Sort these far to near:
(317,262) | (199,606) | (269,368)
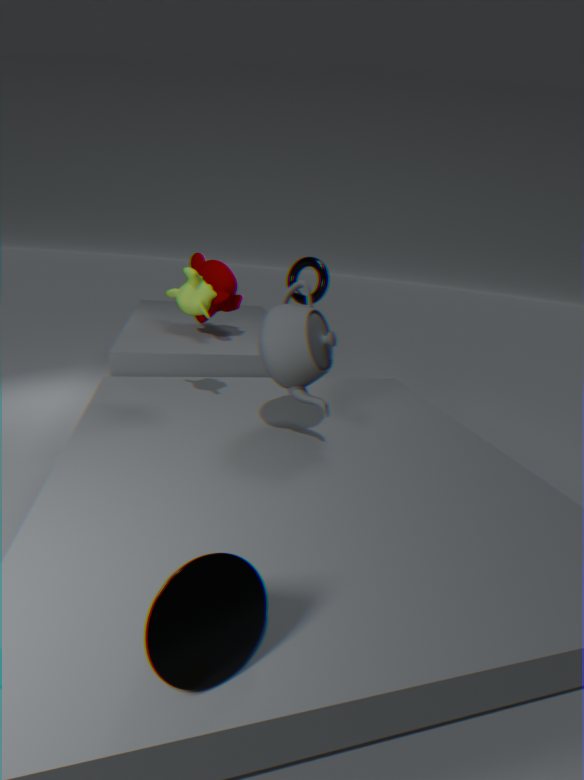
(317,262)
(269,368)
(199,606)
